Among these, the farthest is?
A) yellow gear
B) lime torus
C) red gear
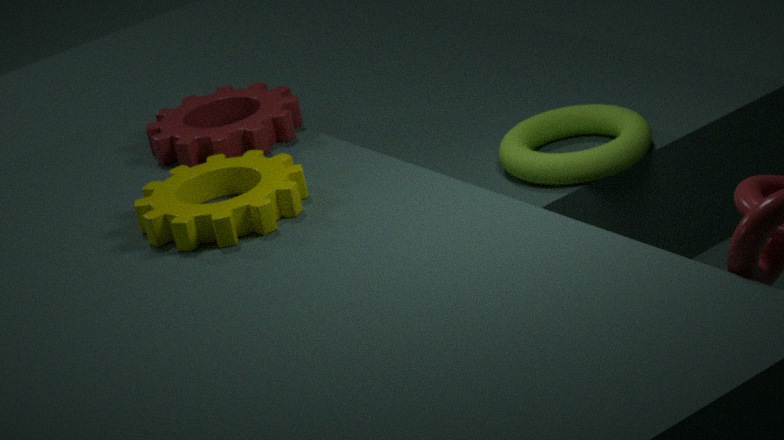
red gear
